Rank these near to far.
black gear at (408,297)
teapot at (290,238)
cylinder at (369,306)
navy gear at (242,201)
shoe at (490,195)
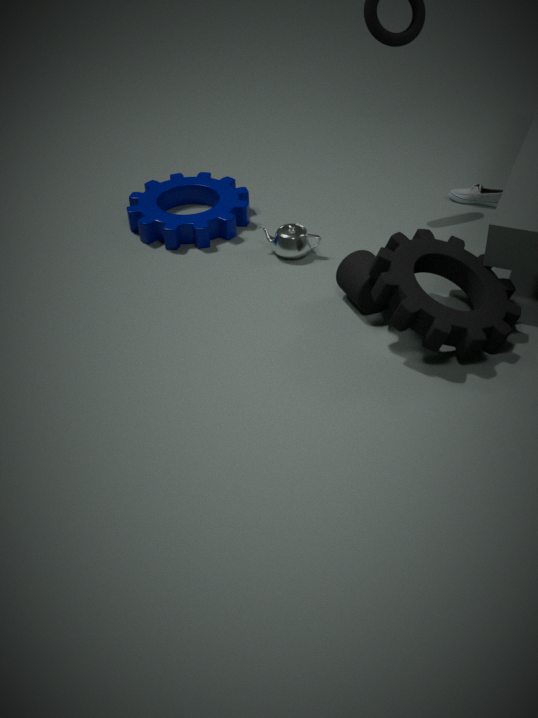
black gear at (408,297)
cylinder at (369,306)
teapot at (290,238)
navy gear at (242,201)
shoe at (490,195)
